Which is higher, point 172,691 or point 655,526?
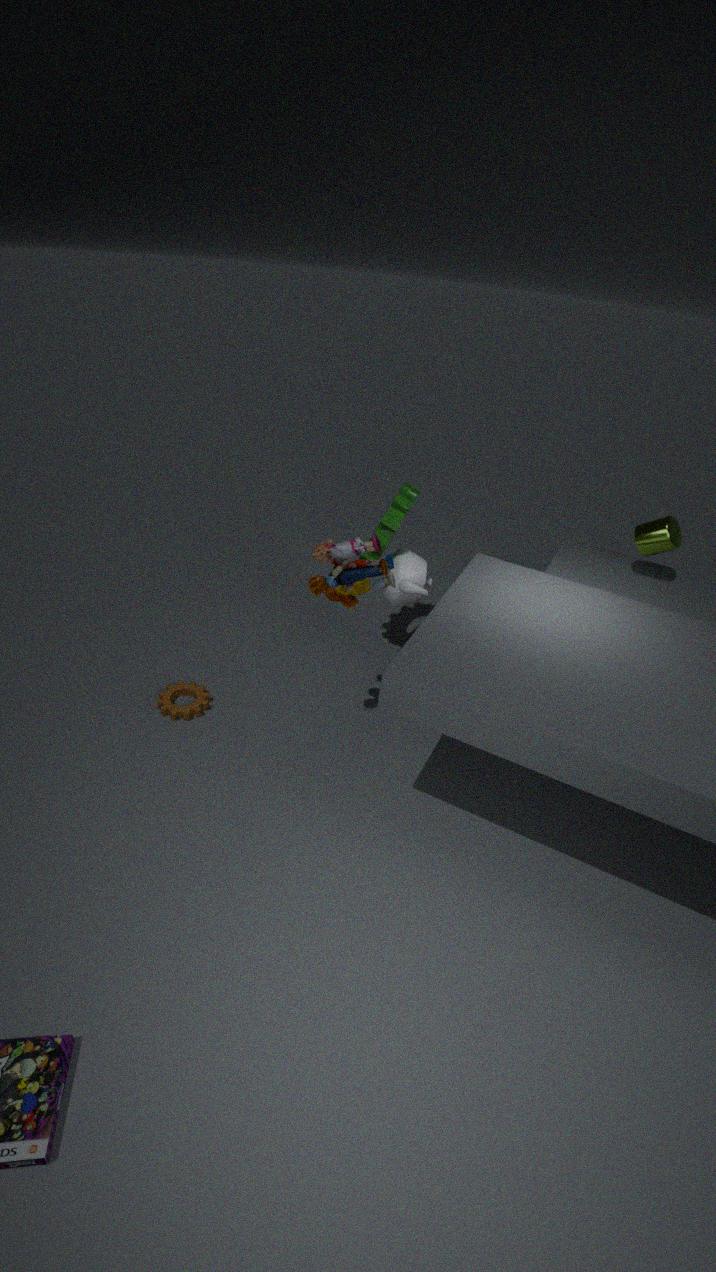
point 655,526
